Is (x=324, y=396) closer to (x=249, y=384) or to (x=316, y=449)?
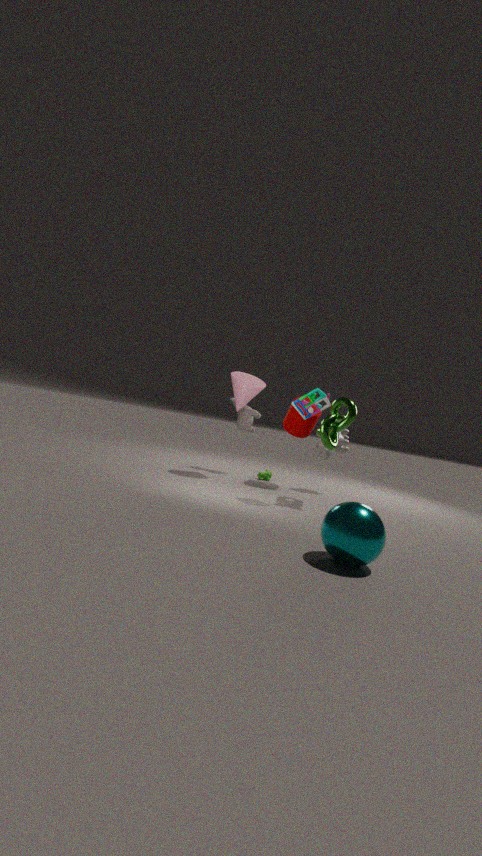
(x=249, y=384)
